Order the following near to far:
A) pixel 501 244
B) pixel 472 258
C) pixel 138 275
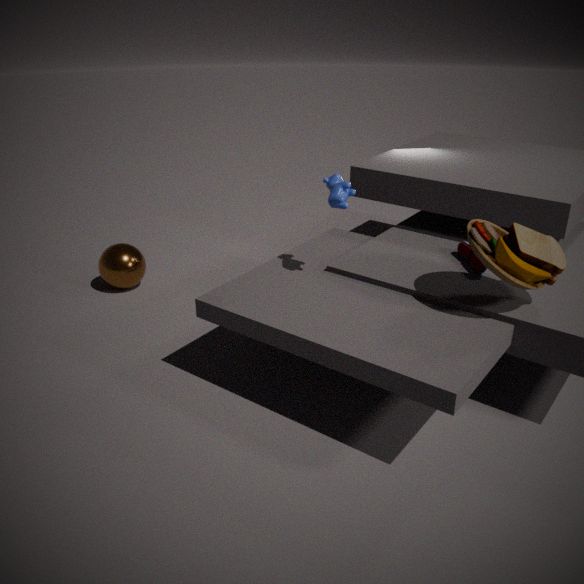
pixel 501 244 → pixel 472 258 → pixel 138 275
